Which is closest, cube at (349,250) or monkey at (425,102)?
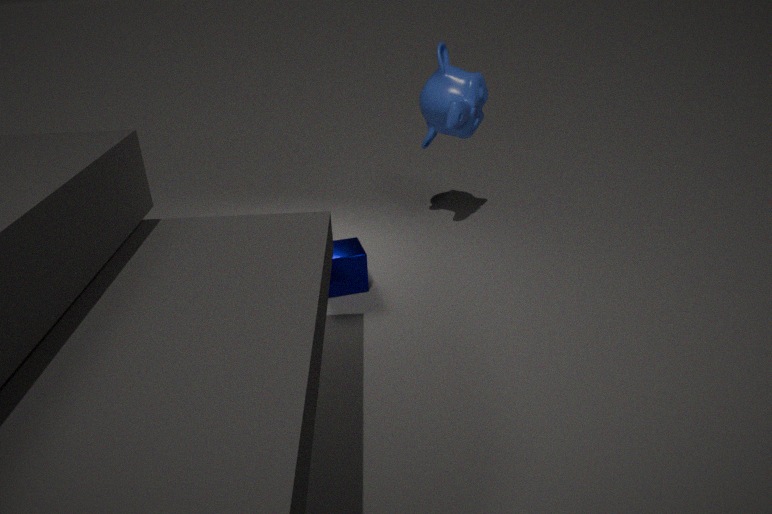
cube at (349,250)
